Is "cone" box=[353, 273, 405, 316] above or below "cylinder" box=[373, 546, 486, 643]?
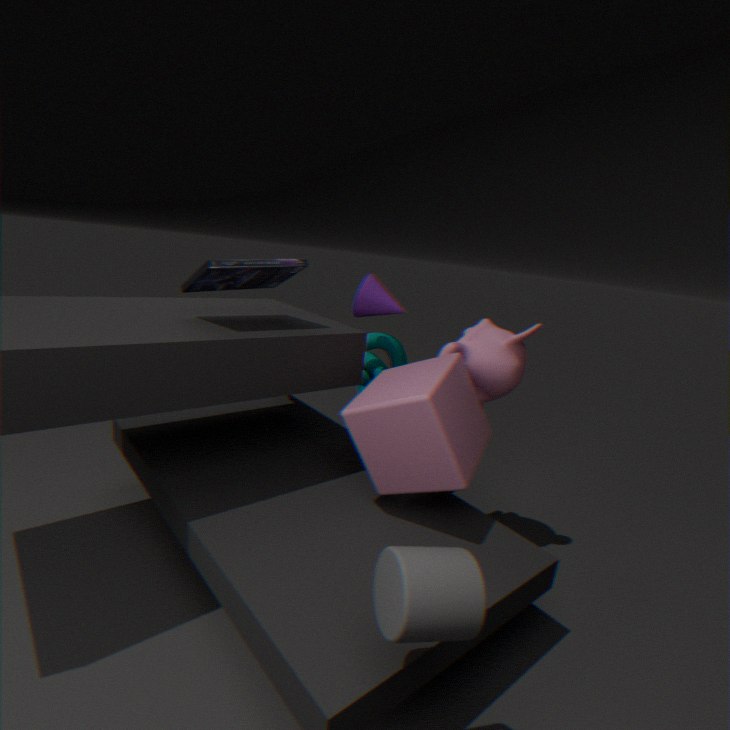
above
